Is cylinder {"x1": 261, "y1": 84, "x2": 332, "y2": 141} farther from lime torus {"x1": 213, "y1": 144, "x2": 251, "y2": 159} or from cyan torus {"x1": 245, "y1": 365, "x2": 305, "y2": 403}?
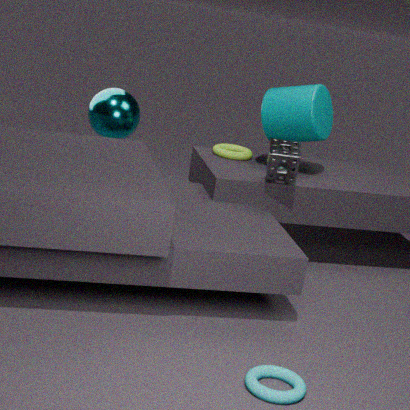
cyan torus {"x1": 245, "y1": 365, "x2": 305, "y2": 403}
